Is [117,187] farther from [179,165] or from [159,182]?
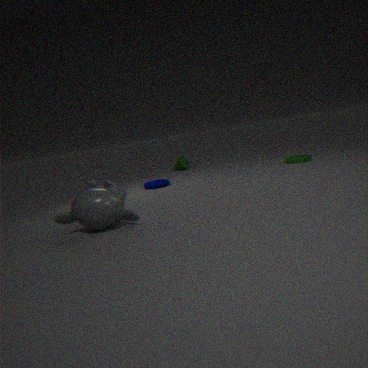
[179,165]
